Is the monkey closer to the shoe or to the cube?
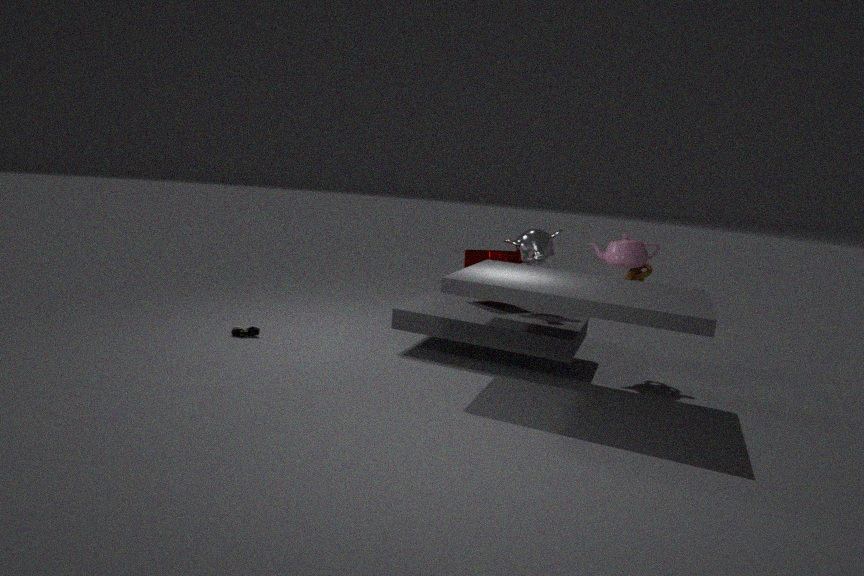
the cube
